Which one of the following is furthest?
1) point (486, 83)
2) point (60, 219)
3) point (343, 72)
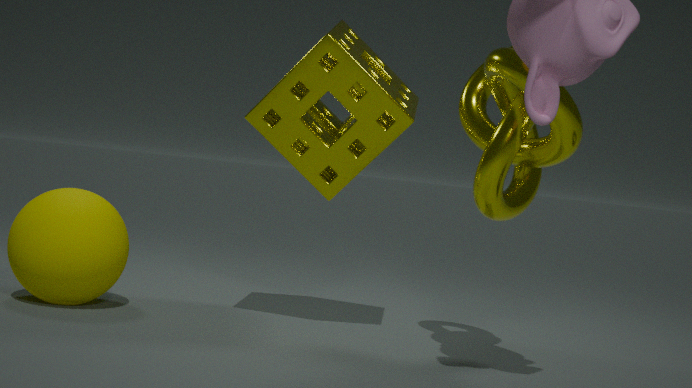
1. point (486, 83)
